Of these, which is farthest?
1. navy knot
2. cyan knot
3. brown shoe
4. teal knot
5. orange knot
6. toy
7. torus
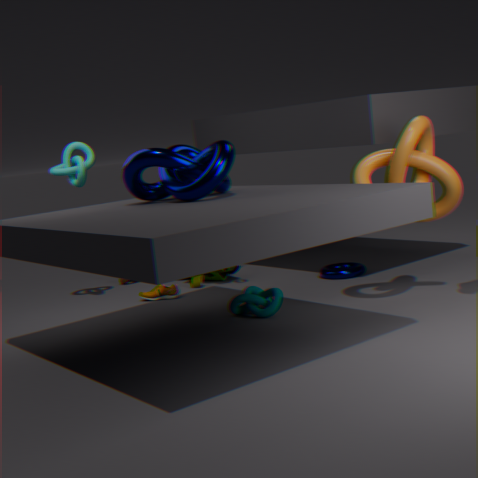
toy
